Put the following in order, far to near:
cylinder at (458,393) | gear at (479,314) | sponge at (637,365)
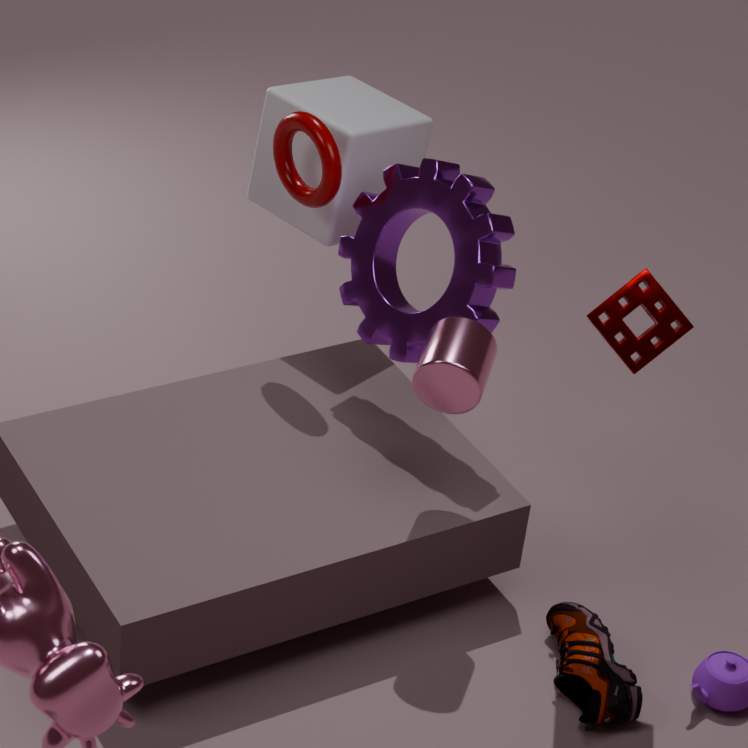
gear at (479,314) → cylinder at (458,393) → sponge at (637,365)
